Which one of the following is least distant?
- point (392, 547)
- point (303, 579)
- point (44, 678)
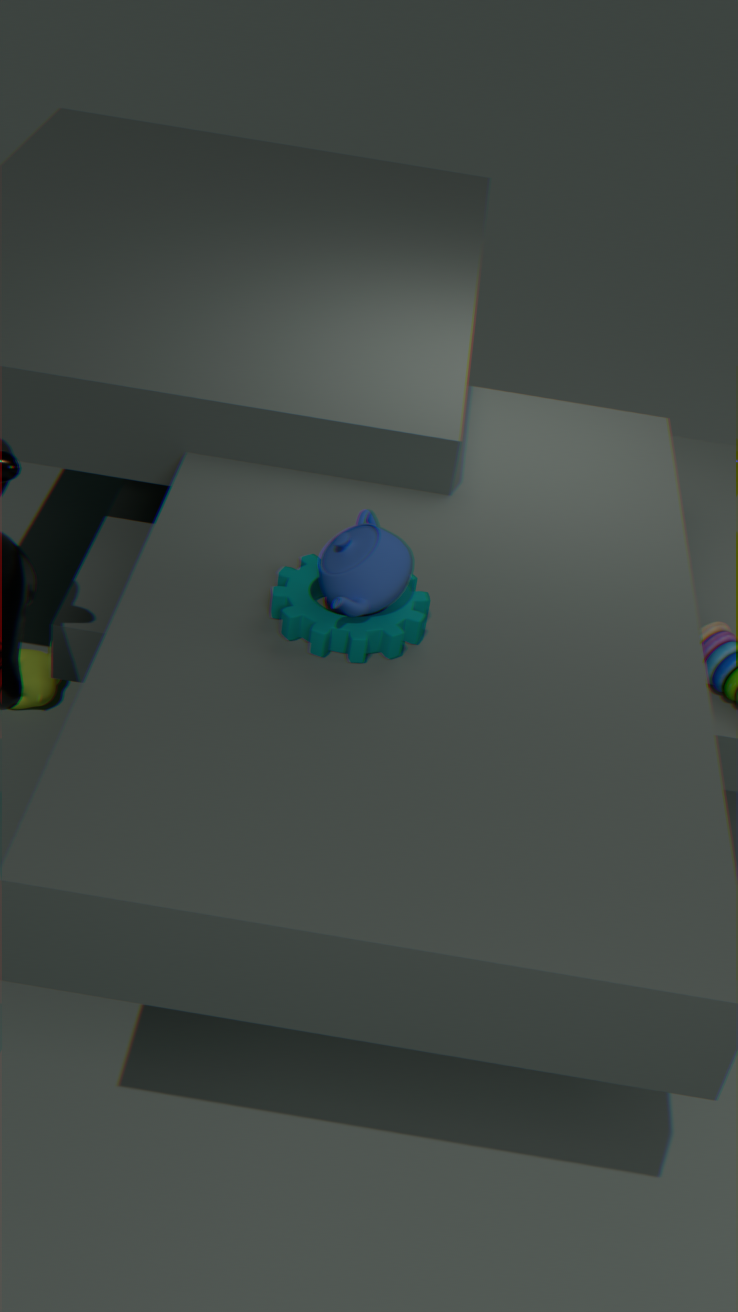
point (392, 547)
